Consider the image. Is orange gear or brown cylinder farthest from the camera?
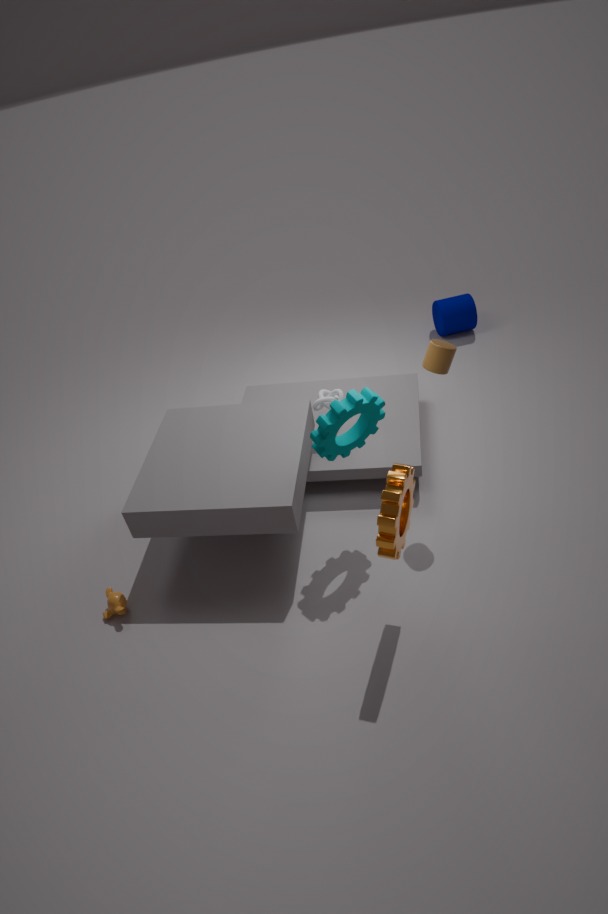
brown cylinder
